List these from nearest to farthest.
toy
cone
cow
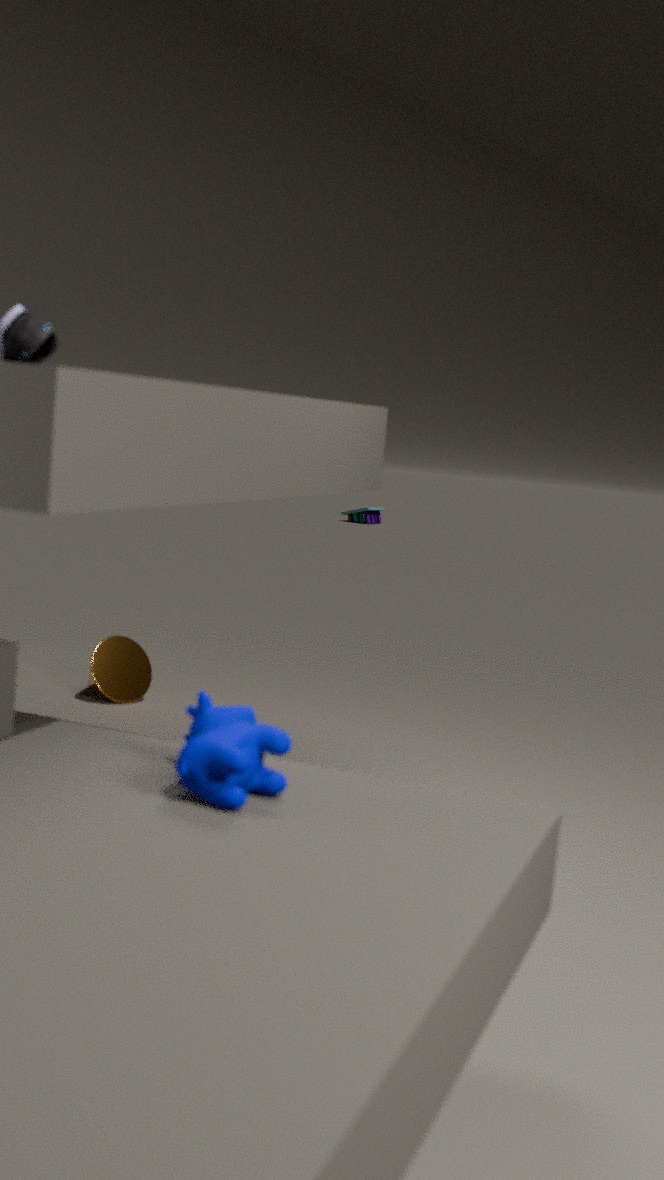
cow, cone, toy
